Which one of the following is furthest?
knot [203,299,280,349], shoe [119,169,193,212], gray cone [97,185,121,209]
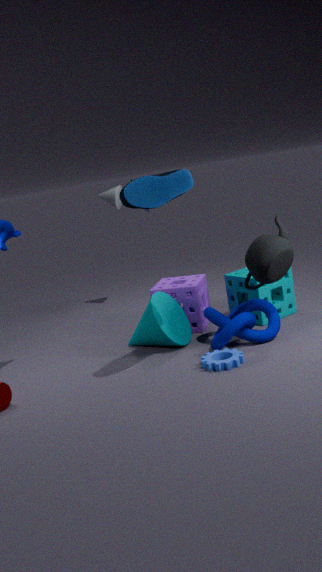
gray cone [97,185,121,209]
